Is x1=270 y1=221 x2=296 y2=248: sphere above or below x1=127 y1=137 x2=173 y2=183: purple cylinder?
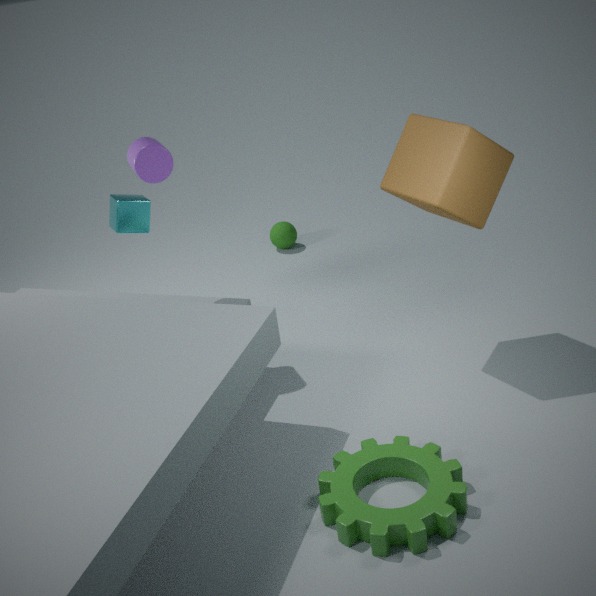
below
